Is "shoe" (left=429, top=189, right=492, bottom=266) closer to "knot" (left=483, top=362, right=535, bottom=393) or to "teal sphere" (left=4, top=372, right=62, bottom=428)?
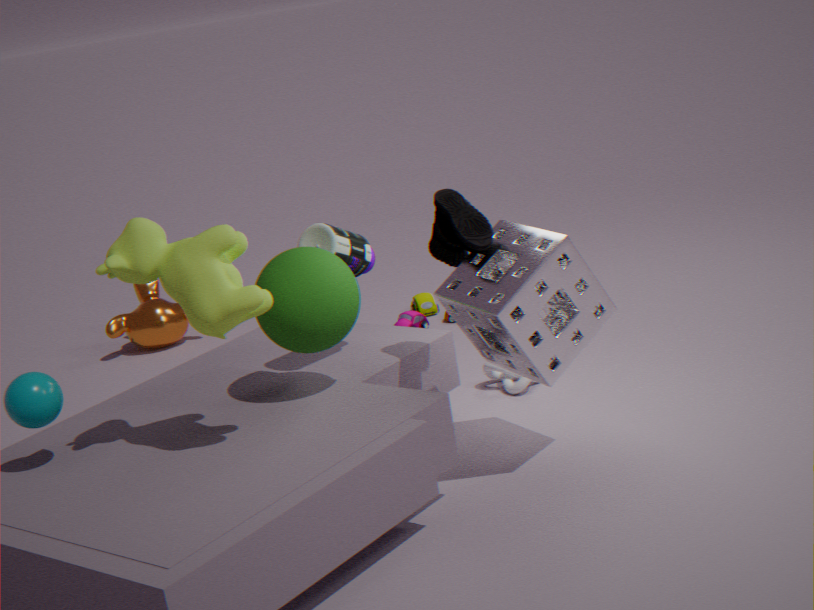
"knot" (left=483, top=362, right=535, bottom=393)
